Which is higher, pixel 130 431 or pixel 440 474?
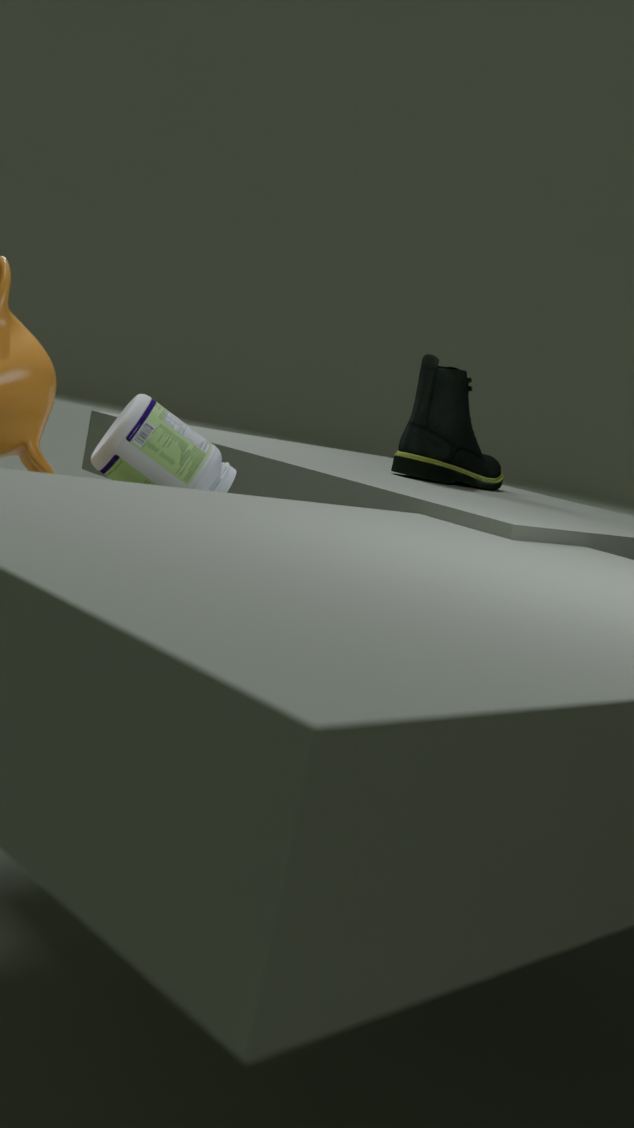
pixel 440 474
